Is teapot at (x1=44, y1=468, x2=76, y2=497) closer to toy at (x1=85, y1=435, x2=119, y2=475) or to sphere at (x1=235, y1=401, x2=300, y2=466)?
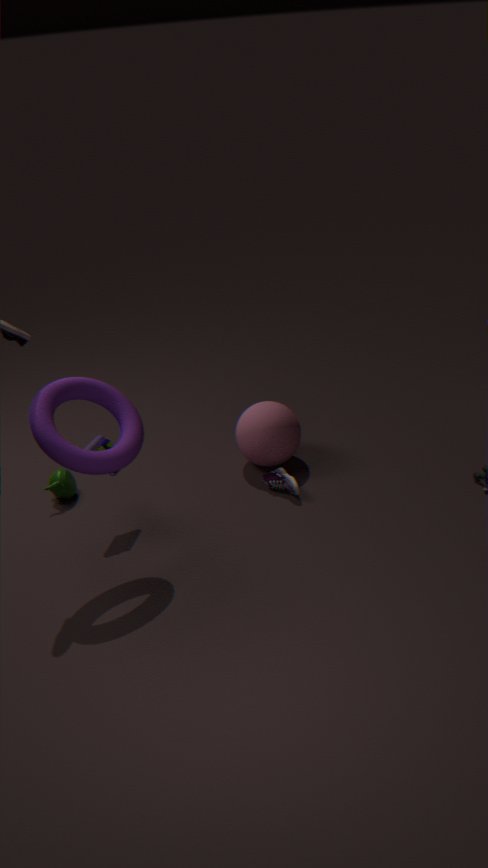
toy at (x1=85, y1=435, x2=119, y2=475)
